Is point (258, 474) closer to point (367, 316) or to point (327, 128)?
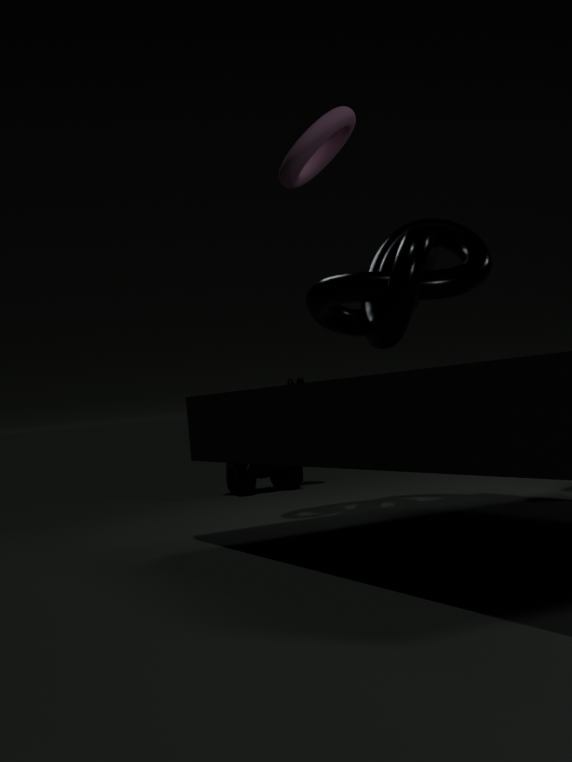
point (367, 316)
